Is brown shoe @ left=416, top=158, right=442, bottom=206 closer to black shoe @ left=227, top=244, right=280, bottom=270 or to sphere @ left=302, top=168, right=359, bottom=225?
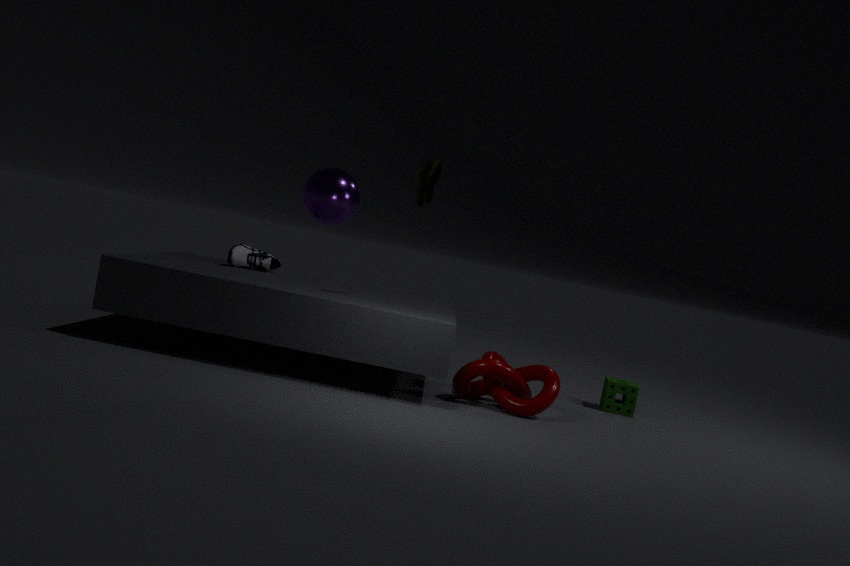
sphere @ left=302, top=168, right=359, bottom=225
